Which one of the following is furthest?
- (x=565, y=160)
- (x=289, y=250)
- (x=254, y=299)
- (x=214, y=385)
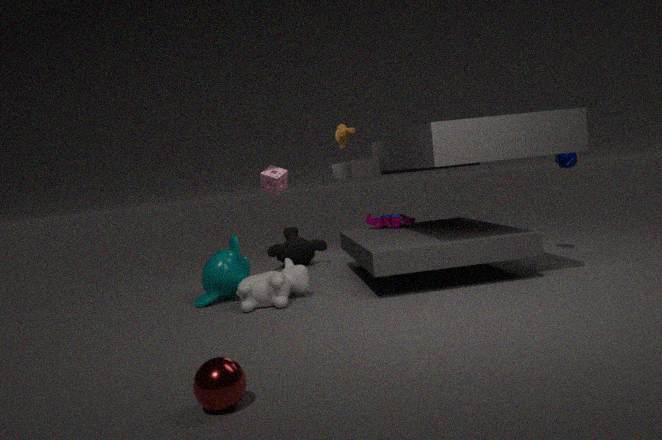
(x=289, y=250)
